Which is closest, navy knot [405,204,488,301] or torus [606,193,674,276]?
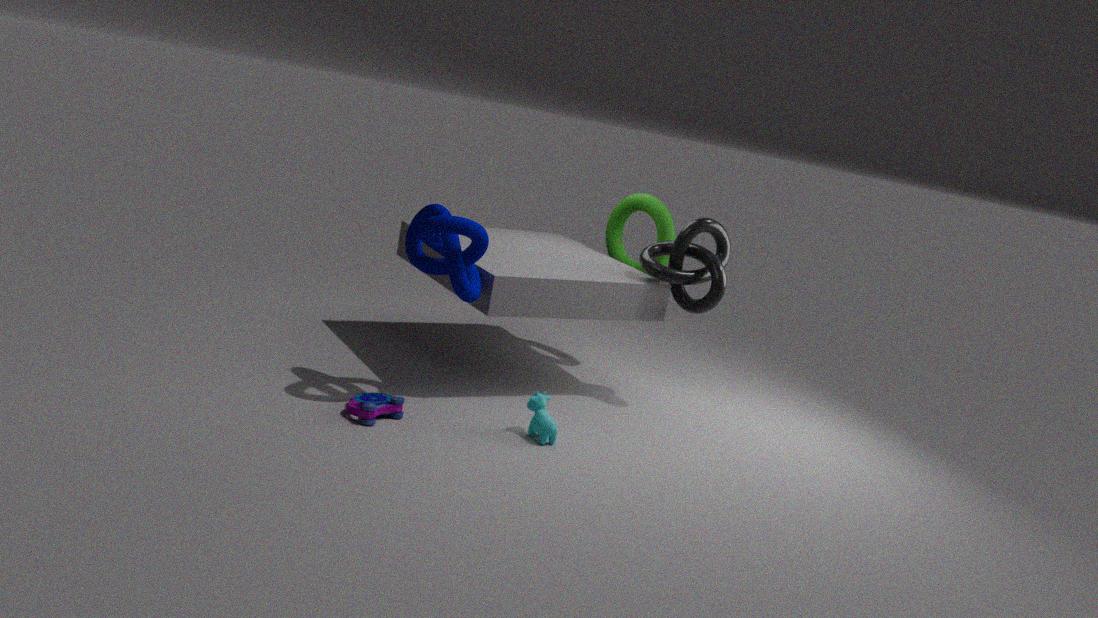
navy knot [405,204,488,301]
